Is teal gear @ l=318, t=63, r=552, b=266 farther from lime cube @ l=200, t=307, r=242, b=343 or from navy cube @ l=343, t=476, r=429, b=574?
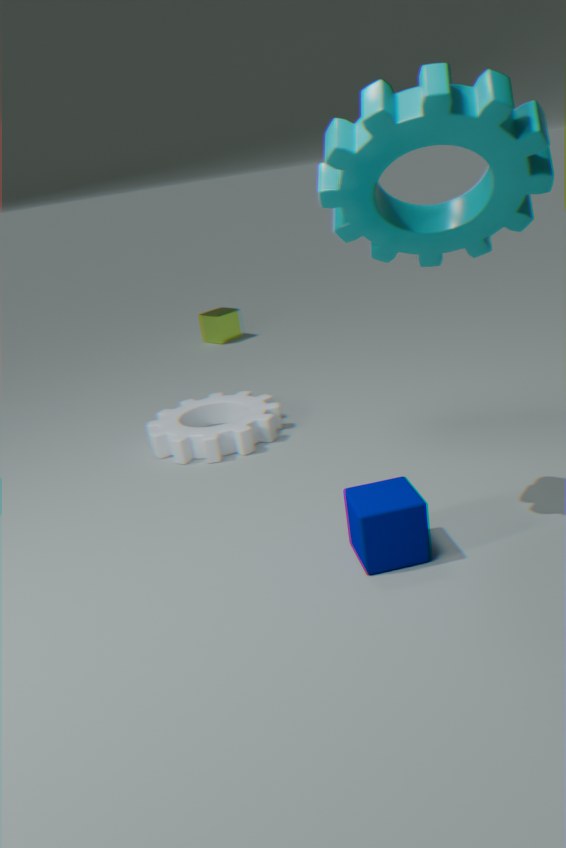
lime cube @ l=200, t=307, r=242, b=343
